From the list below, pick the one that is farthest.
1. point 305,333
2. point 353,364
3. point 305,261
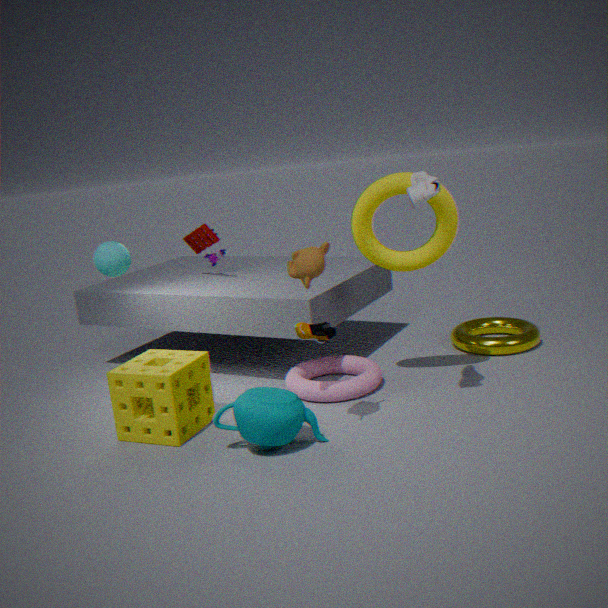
point 353,364
